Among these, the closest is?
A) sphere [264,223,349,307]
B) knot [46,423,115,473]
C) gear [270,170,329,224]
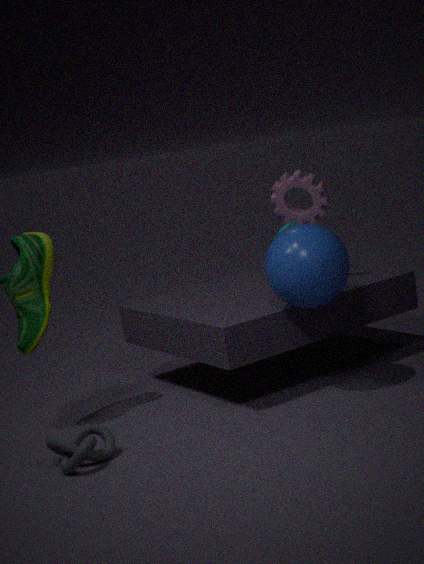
knot [46,423,115,473]
